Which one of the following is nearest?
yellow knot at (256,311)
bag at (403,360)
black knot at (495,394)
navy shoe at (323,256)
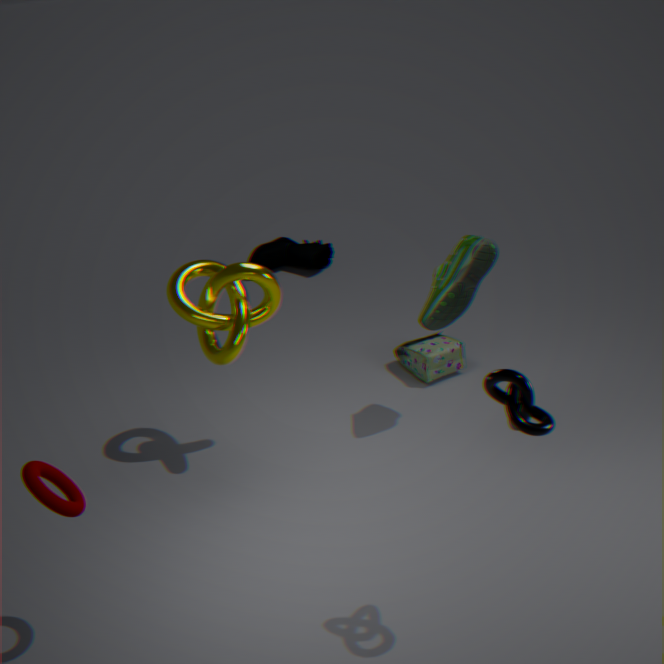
black knot at (495,394)
